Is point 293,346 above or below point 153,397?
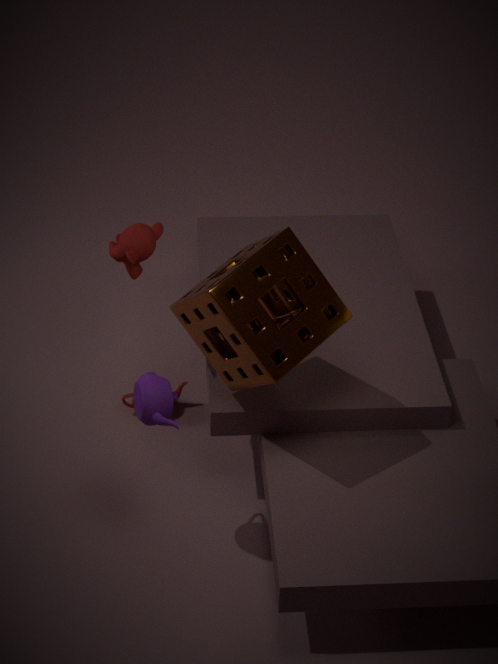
above
